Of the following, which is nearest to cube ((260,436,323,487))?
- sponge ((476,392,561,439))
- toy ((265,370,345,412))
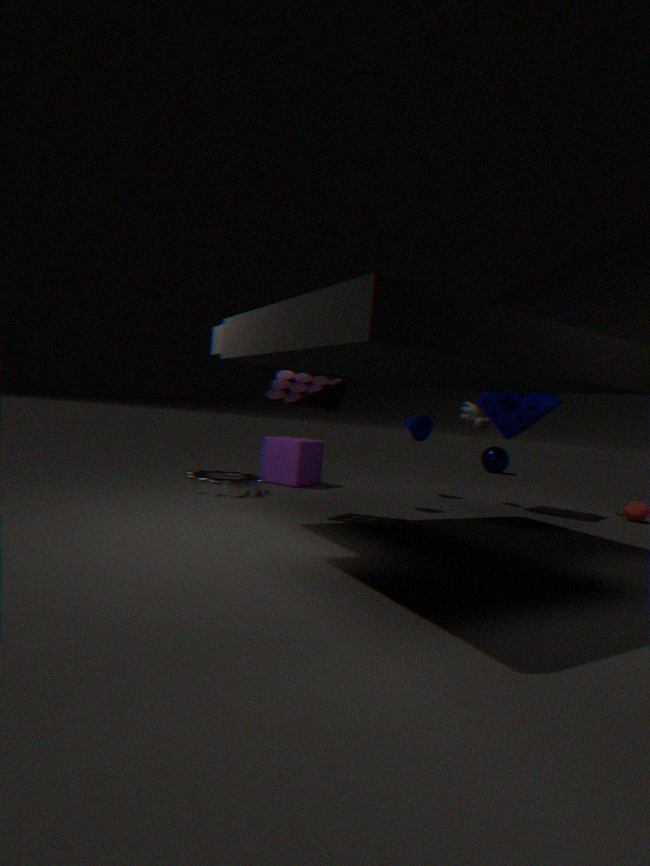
toy ((265,370,345,412))
